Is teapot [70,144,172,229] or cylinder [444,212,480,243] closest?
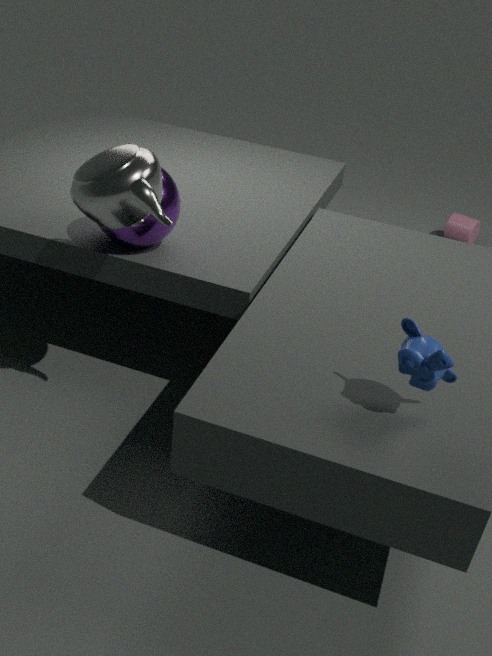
teapot [70,144,172,229]
